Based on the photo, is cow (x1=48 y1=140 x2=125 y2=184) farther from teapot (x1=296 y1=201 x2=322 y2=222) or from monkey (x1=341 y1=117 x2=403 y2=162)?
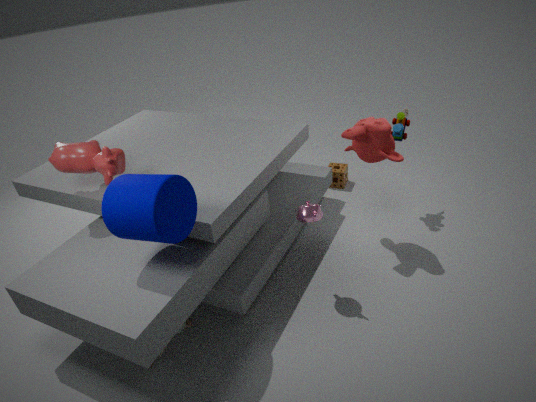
monkey (x1=341 y1=117 x2=403 y2=162)
